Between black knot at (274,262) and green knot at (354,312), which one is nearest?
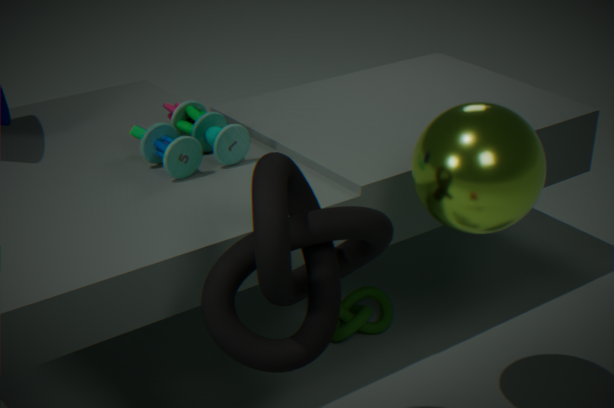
black knot at (274,262)
